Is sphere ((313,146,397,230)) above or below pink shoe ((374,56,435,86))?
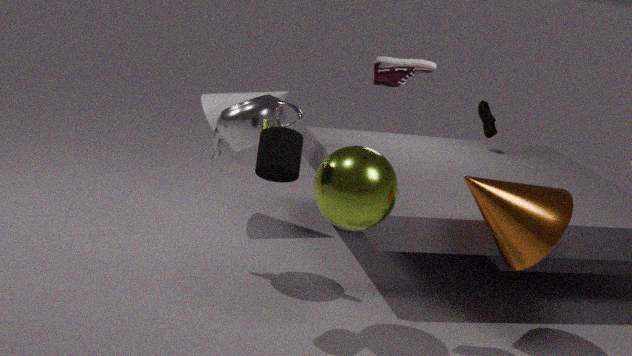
below
